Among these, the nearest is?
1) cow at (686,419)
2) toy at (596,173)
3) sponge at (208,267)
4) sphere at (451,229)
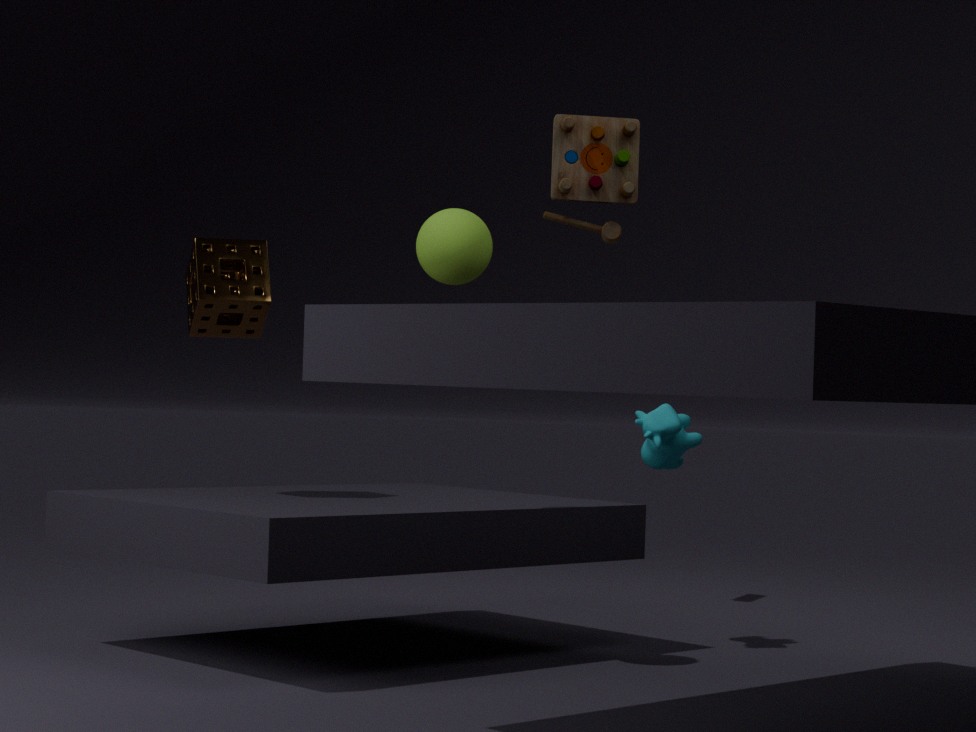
2. toy at (596,173)
